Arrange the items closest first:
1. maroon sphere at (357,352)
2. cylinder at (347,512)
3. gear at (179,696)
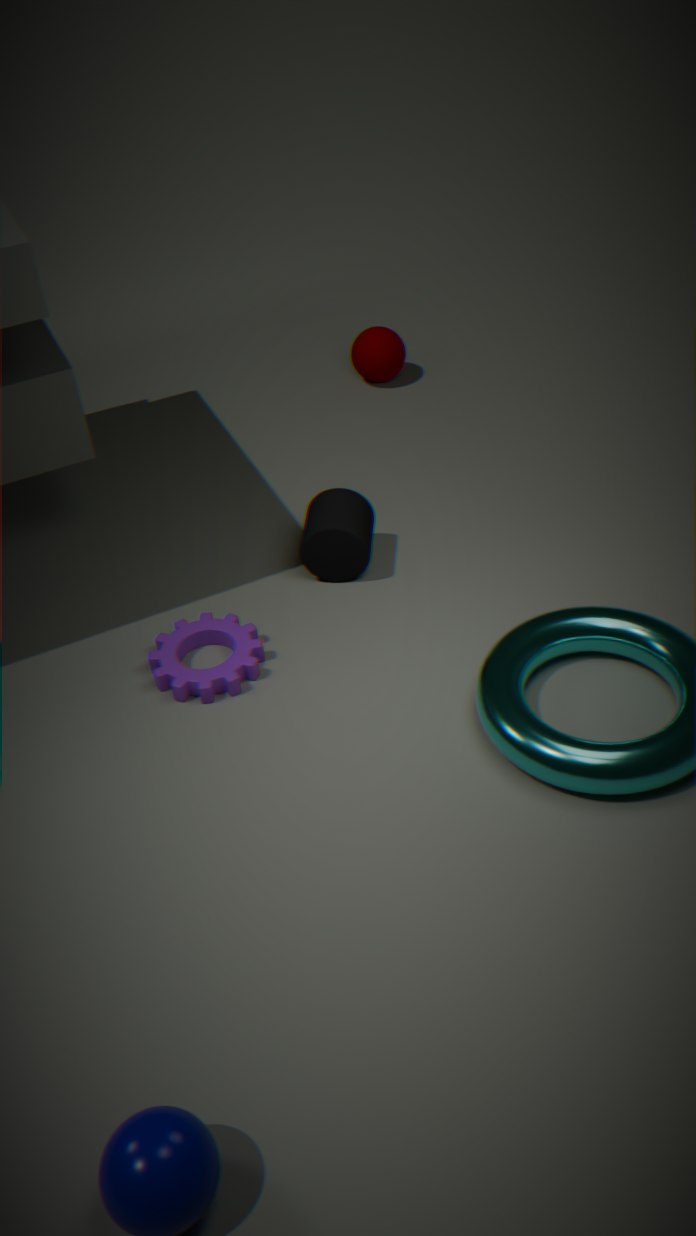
gear at (179,696)
cylinder at (347,512)
maroon sphere at (357,352)
